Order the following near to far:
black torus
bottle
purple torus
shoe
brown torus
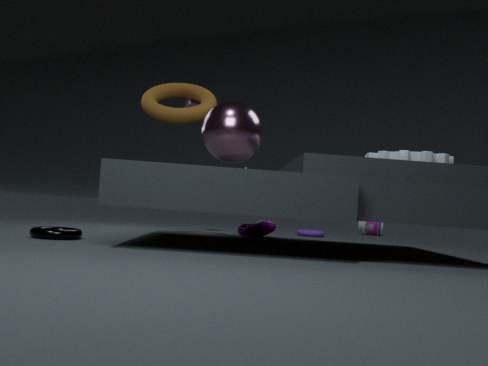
black torus < brown torus < shoe < purple torus < bottle
